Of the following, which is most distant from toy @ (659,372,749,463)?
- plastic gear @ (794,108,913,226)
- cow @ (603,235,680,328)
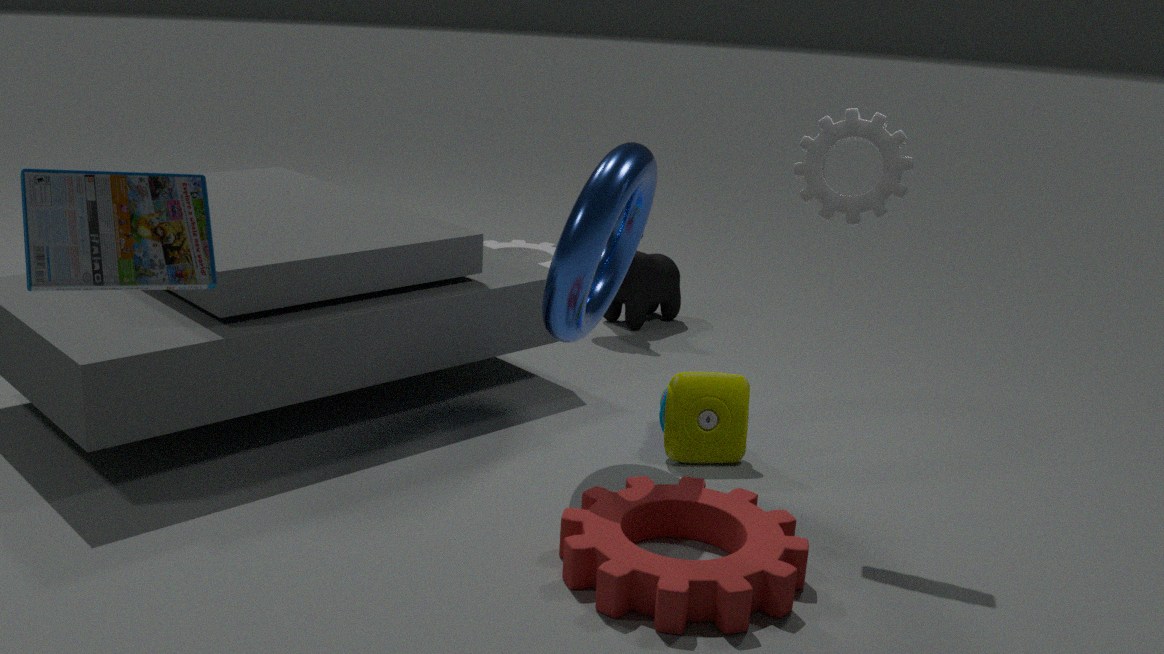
cow @ (603,235,680,328)
